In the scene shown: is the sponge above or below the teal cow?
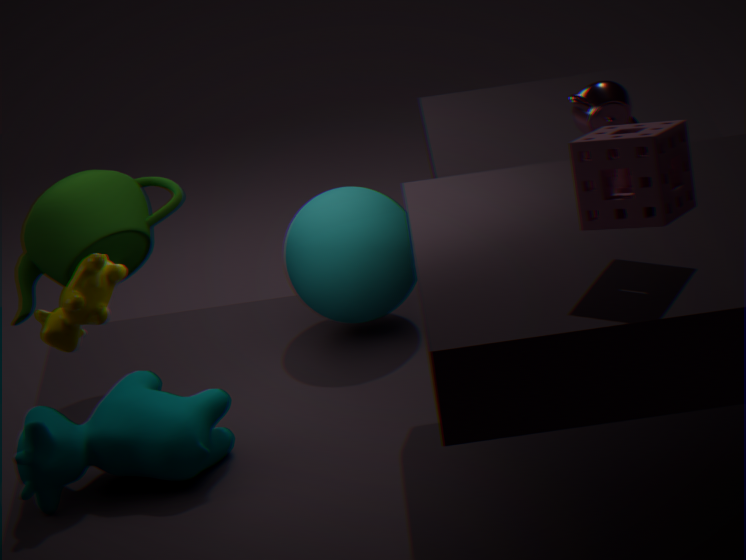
above
